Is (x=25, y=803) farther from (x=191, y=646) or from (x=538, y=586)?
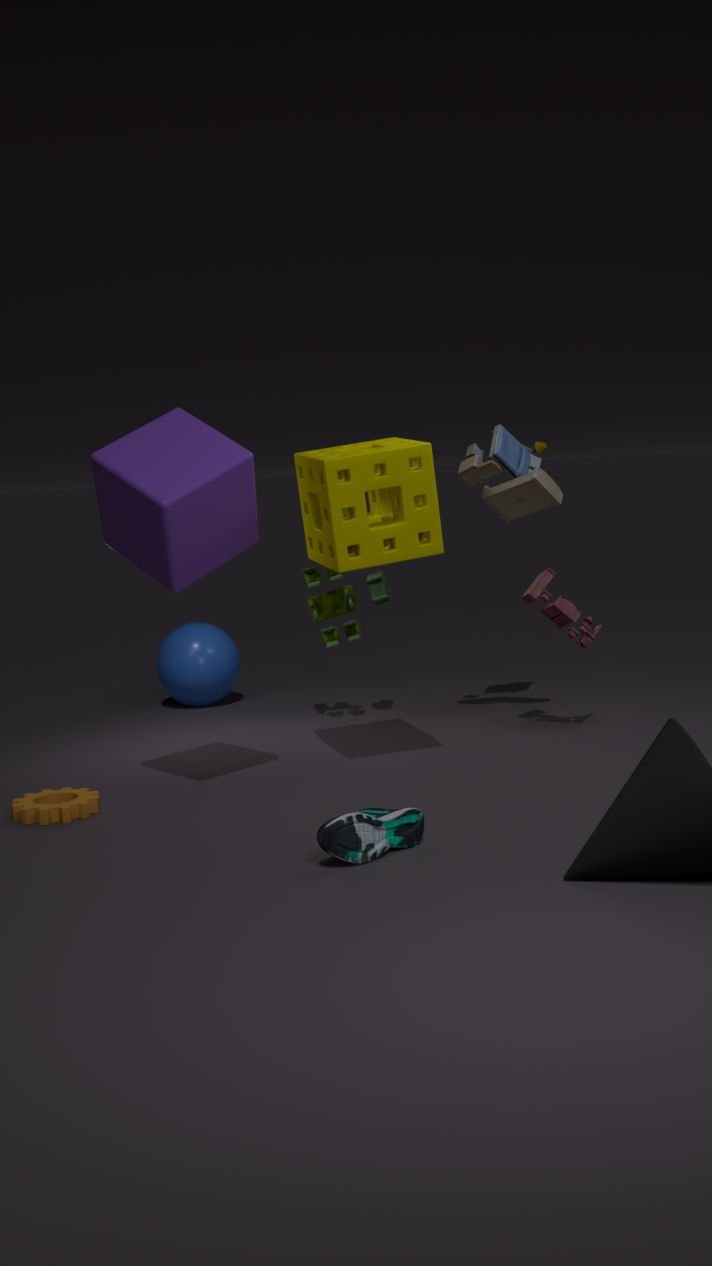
(x=538, y=586)
